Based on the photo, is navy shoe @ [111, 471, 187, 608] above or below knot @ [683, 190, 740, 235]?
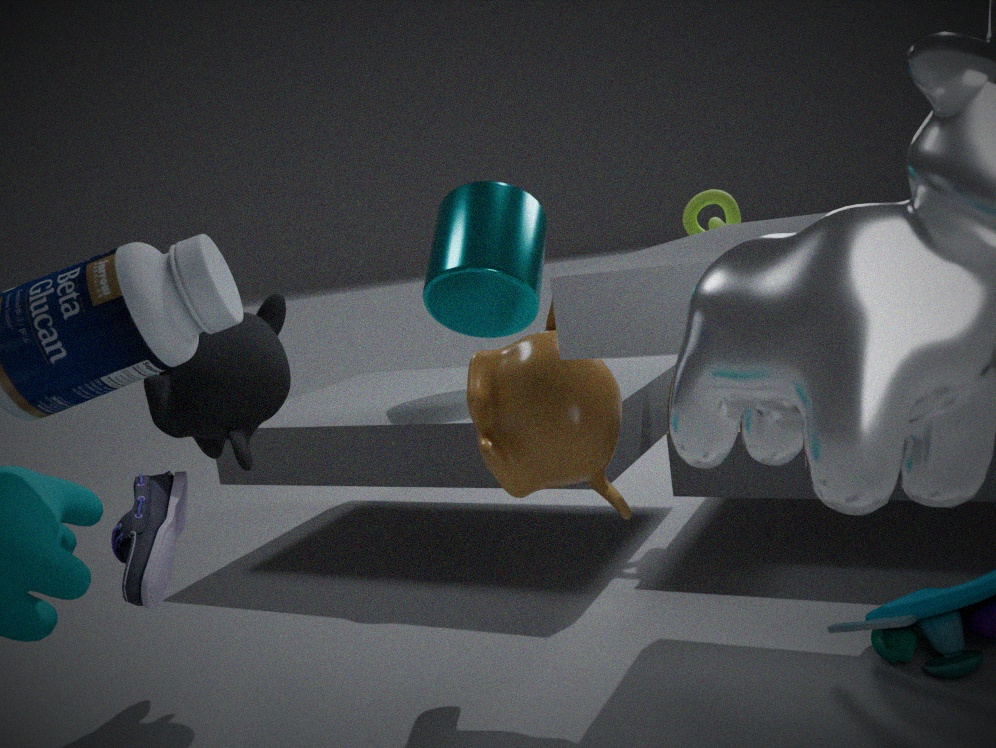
below
